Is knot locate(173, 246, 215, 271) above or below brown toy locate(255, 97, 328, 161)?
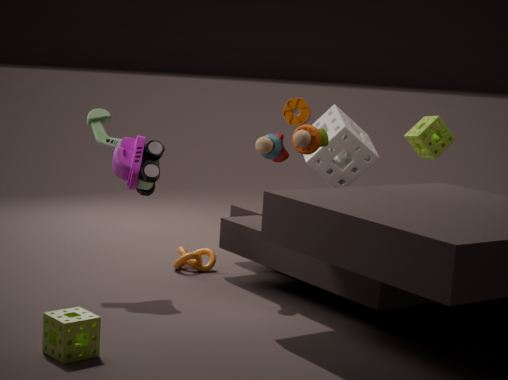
below
